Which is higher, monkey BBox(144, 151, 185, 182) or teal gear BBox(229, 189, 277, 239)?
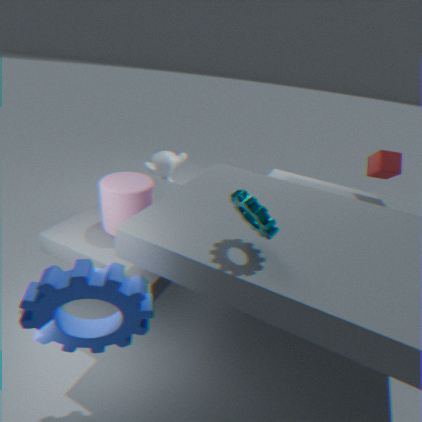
teal gear BBox(229, 189, 277, 239)
